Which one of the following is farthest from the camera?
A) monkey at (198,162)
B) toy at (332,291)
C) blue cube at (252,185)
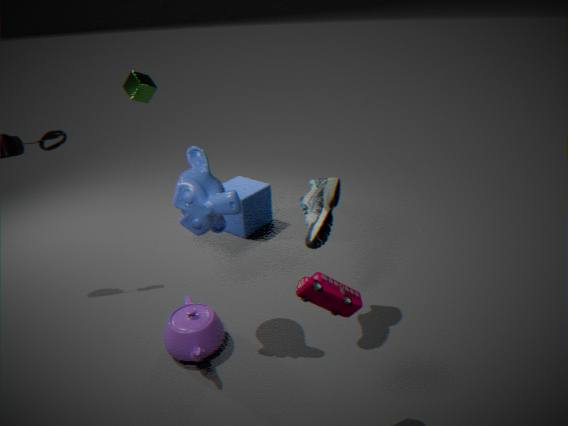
blue cube at (252,185)
